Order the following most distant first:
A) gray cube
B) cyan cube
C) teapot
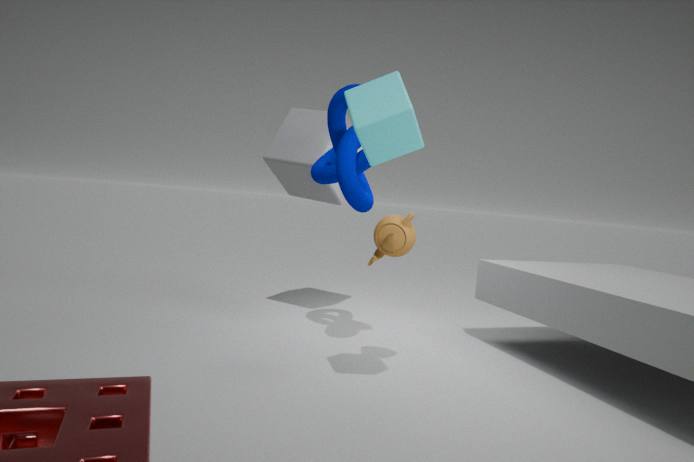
gray cube
teapot
cyan cube
